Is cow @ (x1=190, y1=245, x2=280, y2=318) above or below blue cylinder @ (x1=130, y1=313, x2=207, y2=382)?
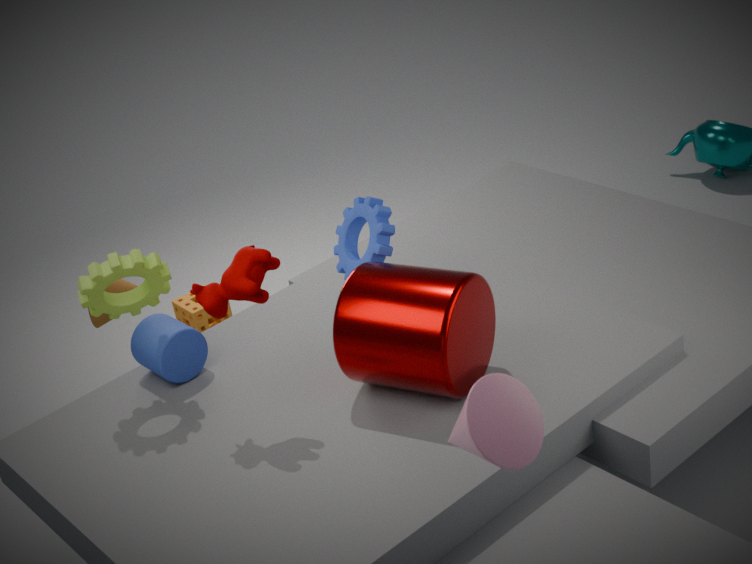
above
